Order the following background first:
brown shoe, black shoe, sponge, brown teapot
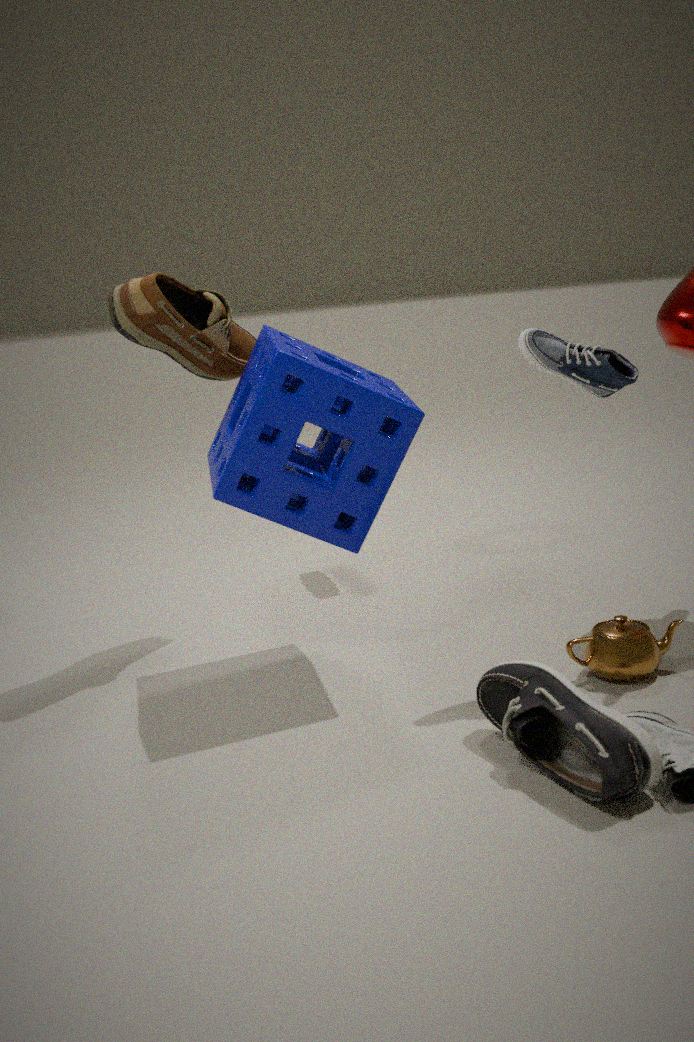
1. brown shoe
2. sponge
3. brown teapot
4. black shoe
